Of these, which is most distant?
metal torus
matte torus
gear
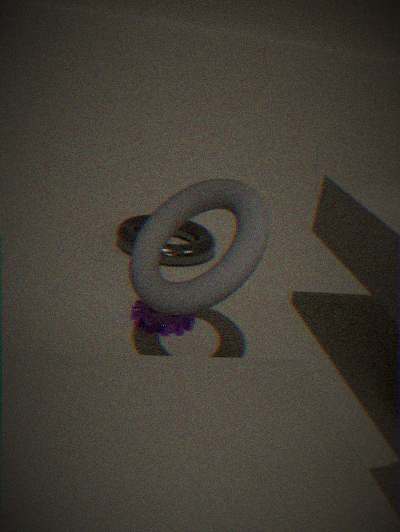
metal torus
